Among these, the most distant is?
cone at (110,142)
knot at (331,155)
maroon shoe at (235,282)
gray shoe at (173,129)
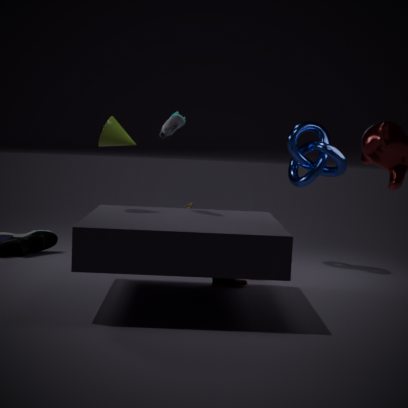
knot at (331,155)
